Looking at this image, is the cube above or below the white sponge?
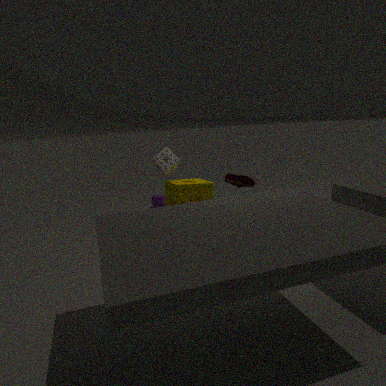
below
